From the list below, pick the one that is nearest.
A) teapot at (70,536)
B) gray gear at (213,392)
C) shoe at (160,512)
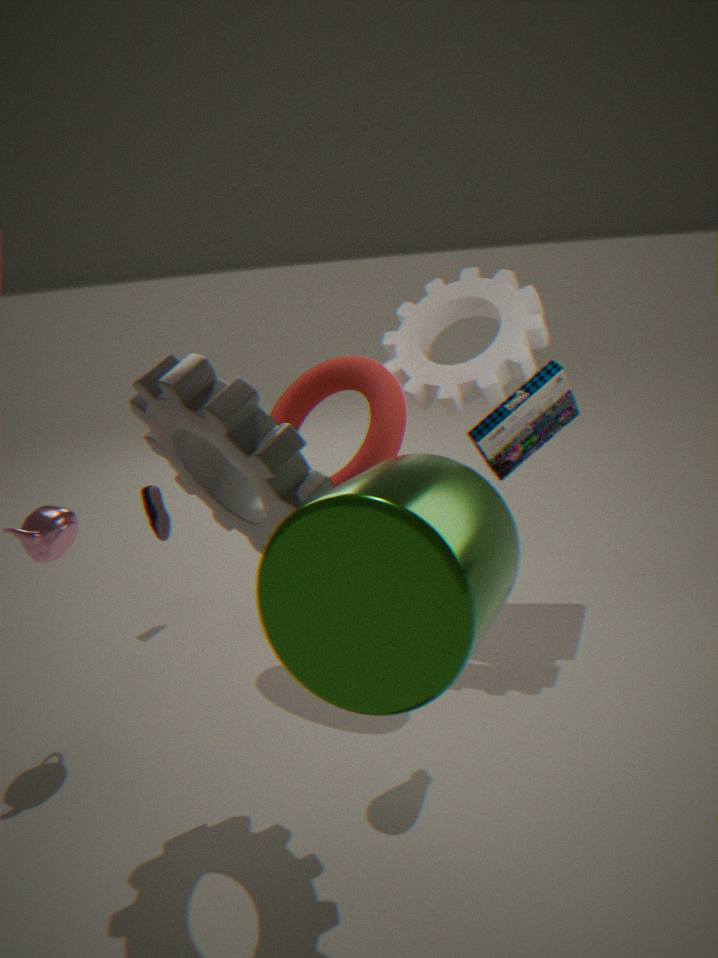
B. gray gear at (213,392)
